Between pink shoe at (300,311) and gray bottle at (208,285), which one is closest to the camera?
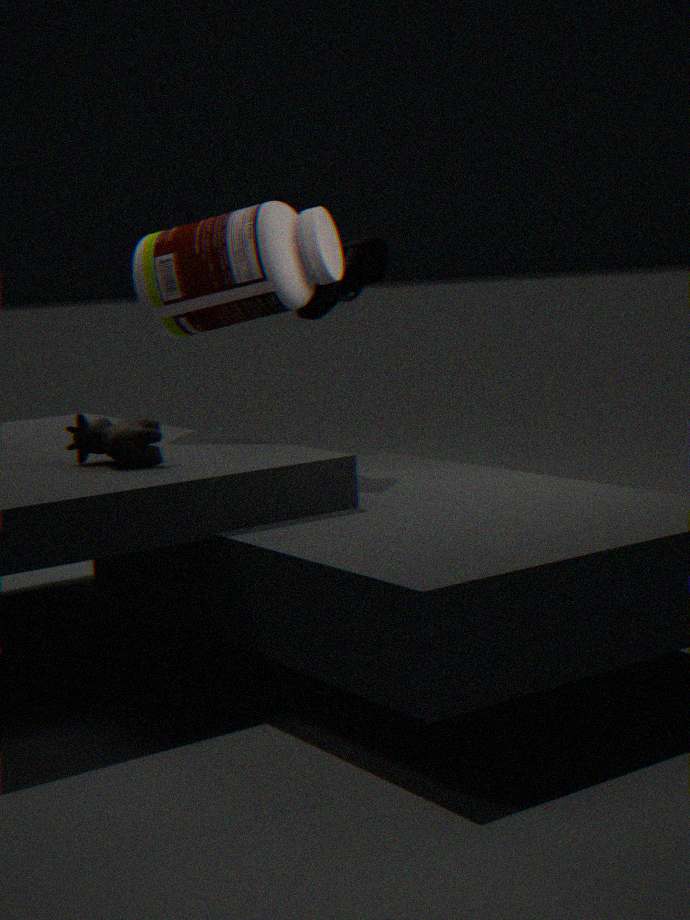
gray bottle at (208,285)
